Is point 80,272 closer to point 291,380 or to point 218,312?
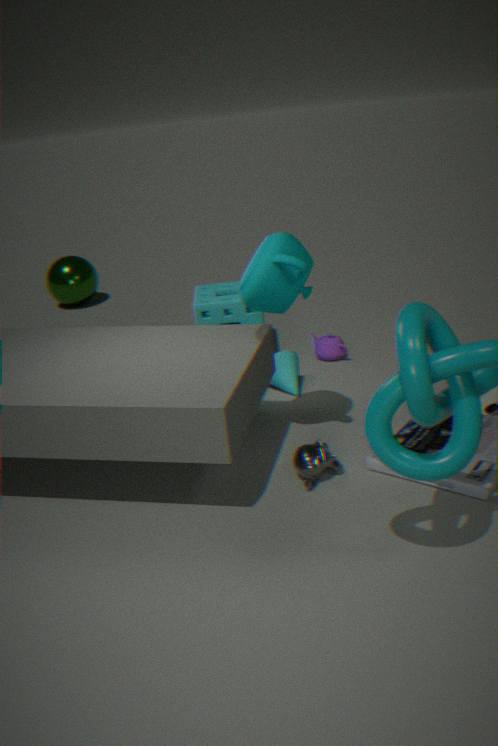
point 218,312
